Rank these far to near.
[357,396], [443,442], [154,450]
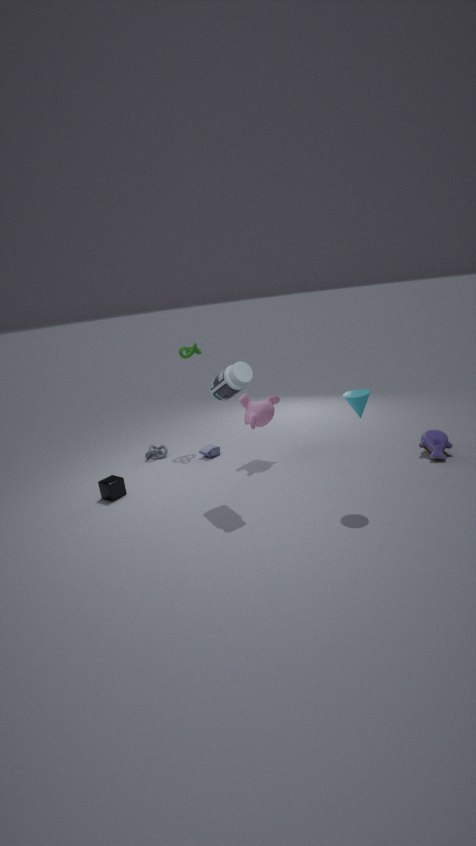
[154,450]
[443,442]
[357,396]
